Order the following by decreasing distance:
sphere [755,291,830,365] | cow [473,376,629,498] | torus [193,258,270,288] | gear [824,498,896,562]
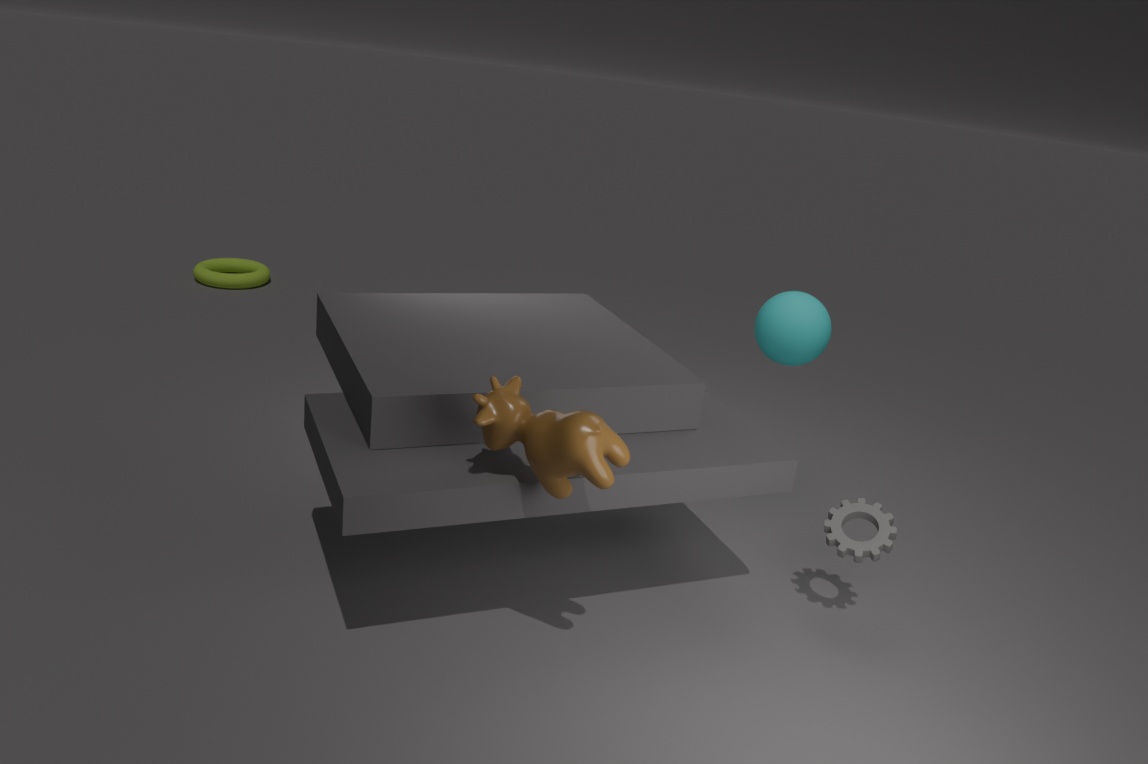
torus [193,258,270,288]
sphere [755,291,830,365]
gear [824,498,896,562]
cow [473,376,629,498]
